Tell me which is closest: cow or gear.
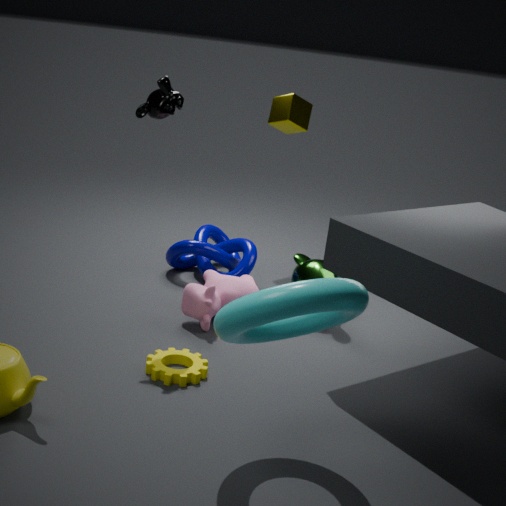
gear
